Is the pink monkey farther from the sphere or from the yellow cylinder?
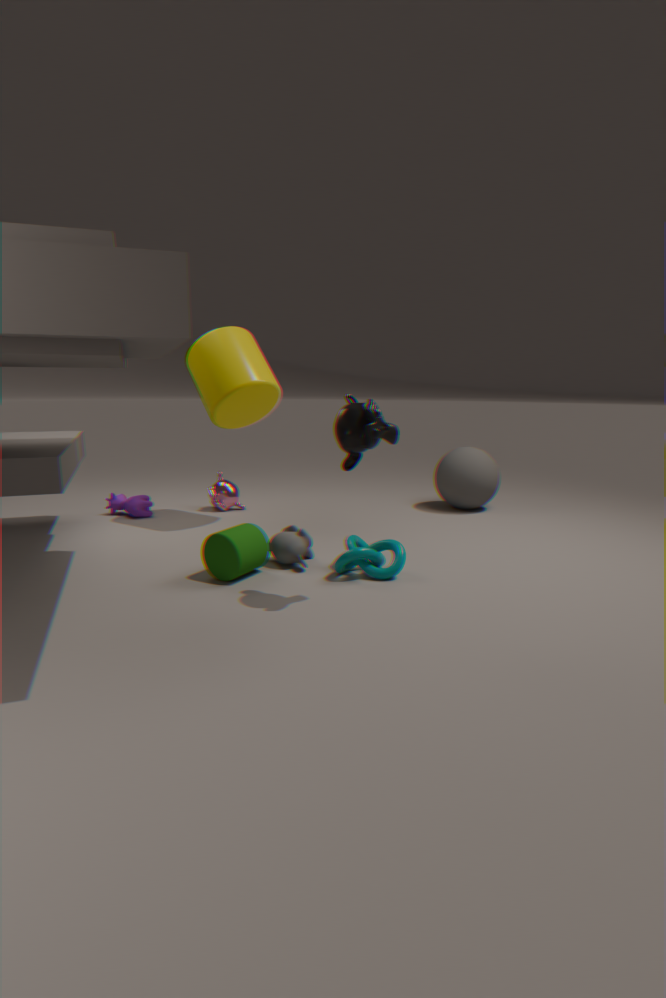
the sphere
